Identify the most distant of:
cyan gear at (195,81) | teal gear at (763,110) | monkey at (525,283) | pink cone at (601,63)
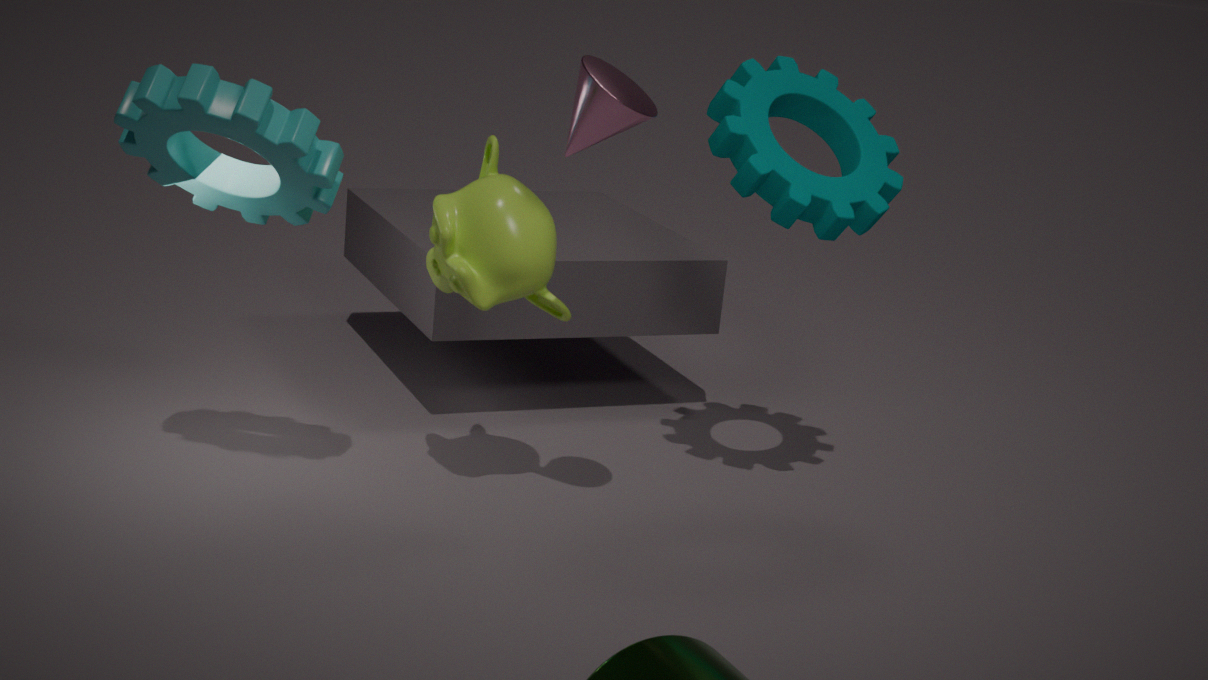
teal gear at (763,110)
